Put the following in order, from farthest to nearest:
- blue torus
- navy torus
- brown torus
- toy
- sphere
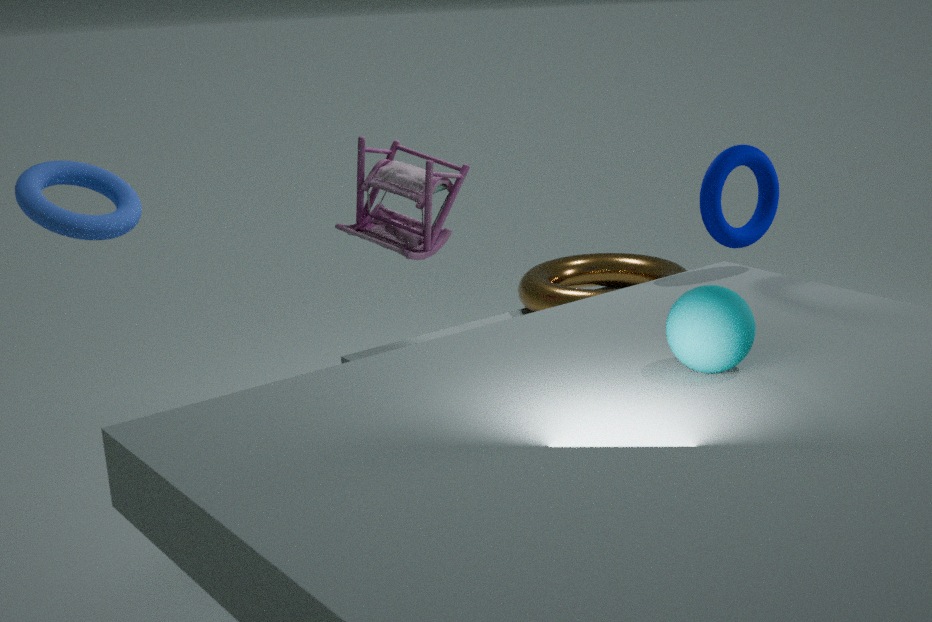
brown torus → toy → navy torus → blue torus → sphere
